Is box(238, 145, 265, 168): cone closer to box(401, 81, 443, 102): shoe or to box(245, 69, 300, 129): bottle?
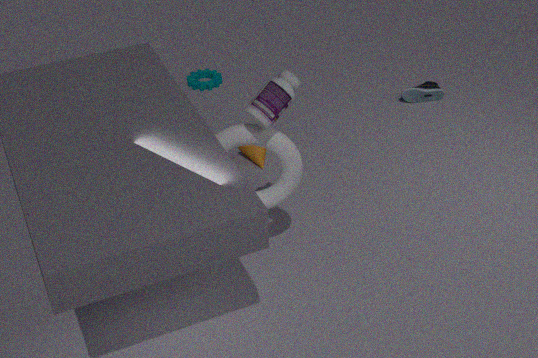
box(401, 81, 443, 102): shoe
